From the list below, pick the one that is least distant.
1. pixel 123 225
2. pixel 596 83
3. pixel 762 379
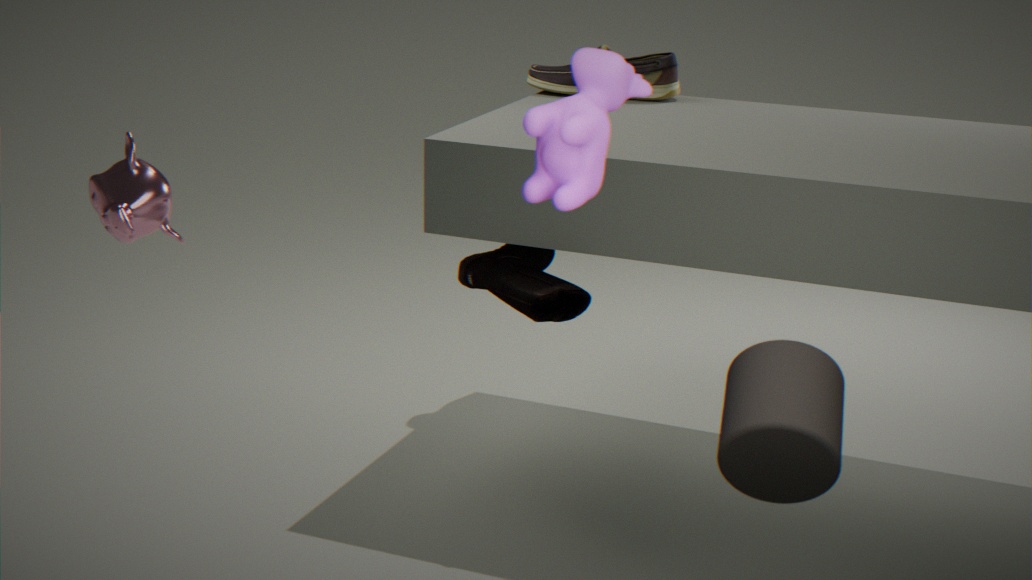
pixel 596 83
